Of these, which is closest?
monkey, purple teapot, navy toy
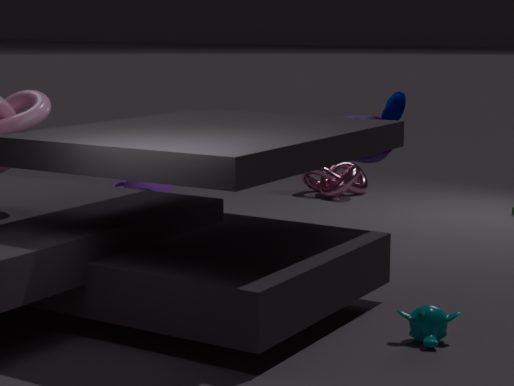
monkey
